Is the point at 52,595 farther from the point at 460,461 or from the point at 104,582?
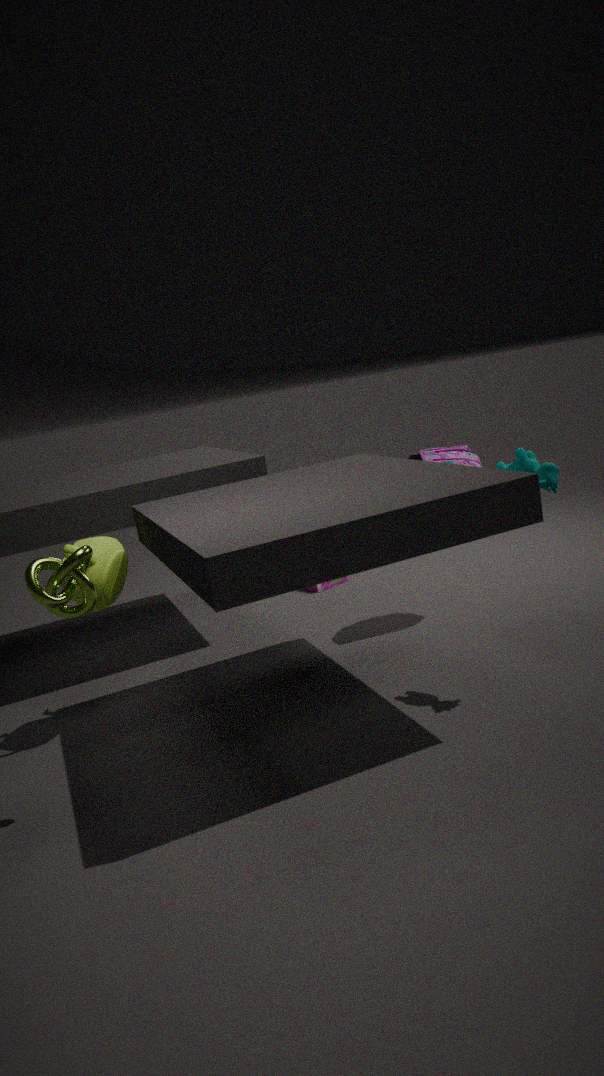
the point at 460,461
